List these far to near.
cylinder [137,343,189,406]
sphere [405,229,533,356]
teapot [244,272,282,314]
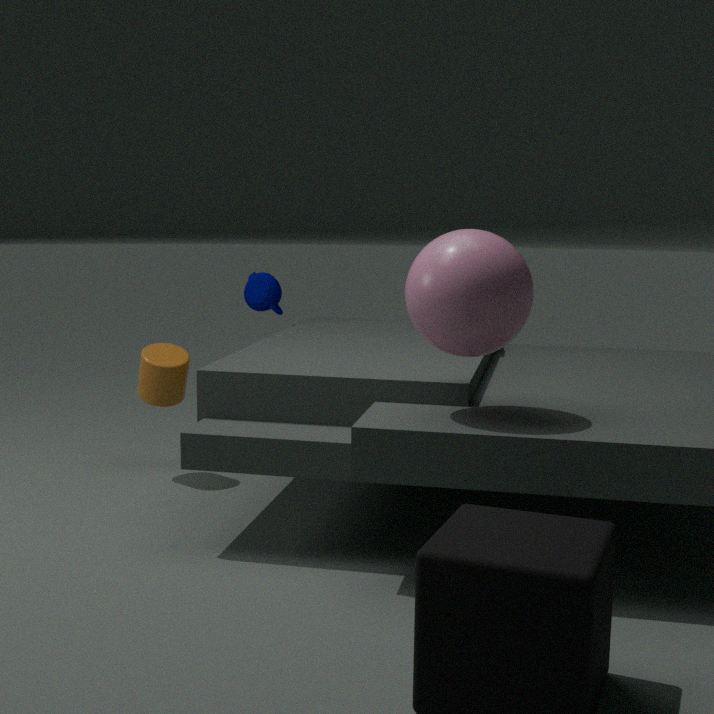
teapot [244,272,282,314], cylinder [137,343,189,406], sphere [405,229,533,356]
